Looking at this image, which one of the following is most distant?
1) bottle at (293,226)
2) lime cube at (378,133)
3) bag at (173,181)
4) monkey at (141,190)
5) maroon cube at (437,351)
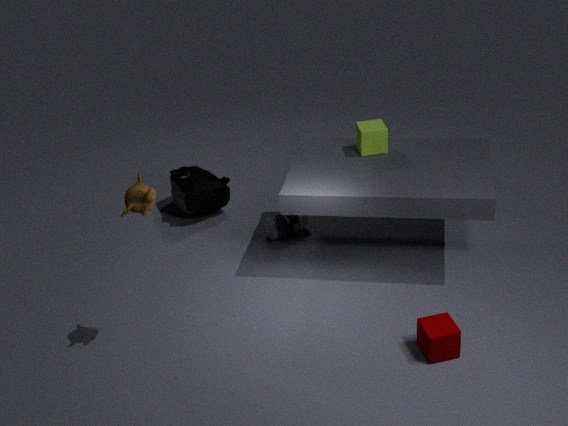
3. bag at (173,181)
